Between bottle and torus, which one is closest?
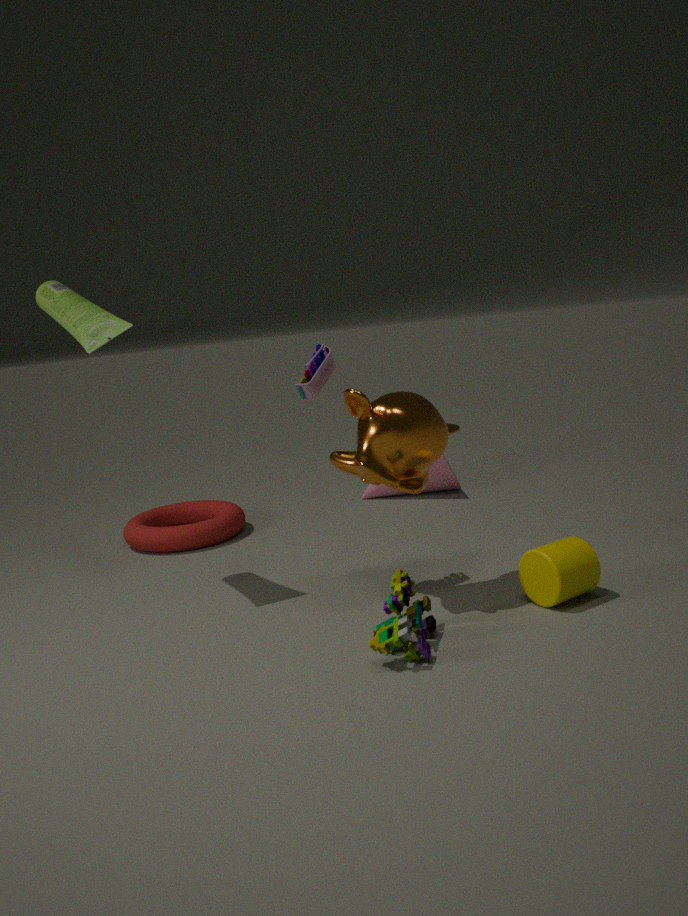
bottle
